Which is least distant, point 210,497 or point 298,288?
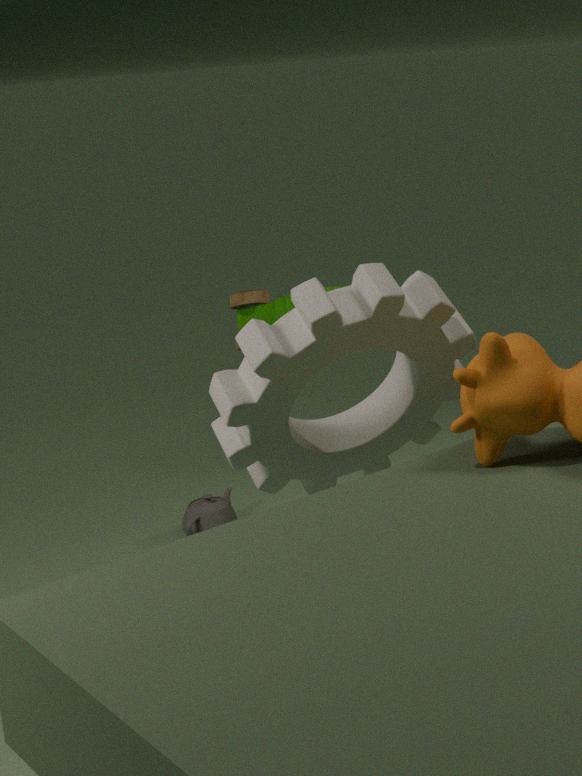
point 298,288
